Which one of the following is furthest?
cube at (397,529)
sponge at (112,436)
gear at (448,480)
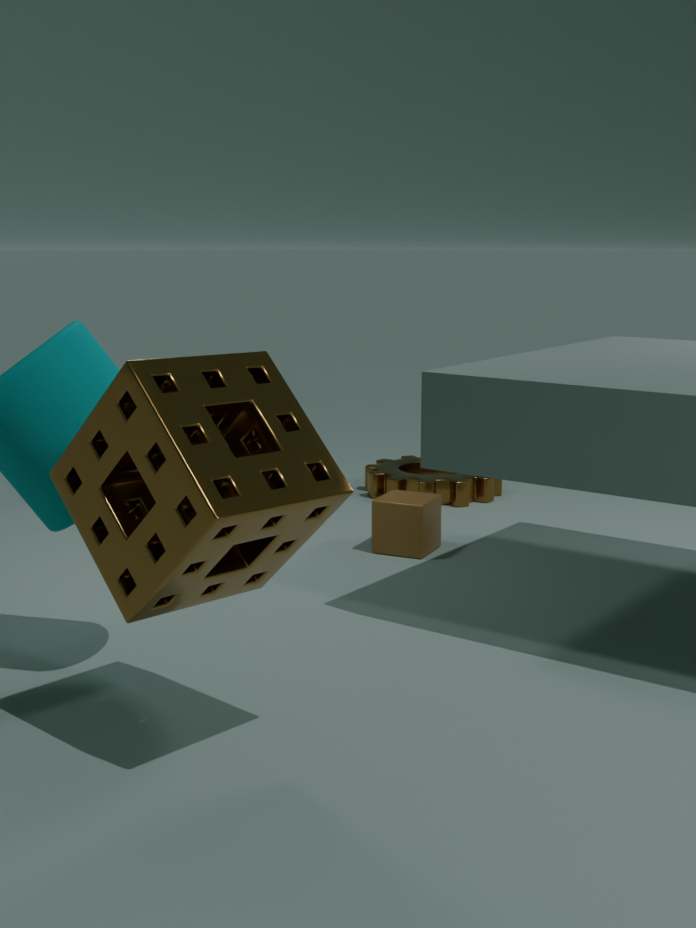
gear at (448,480)
